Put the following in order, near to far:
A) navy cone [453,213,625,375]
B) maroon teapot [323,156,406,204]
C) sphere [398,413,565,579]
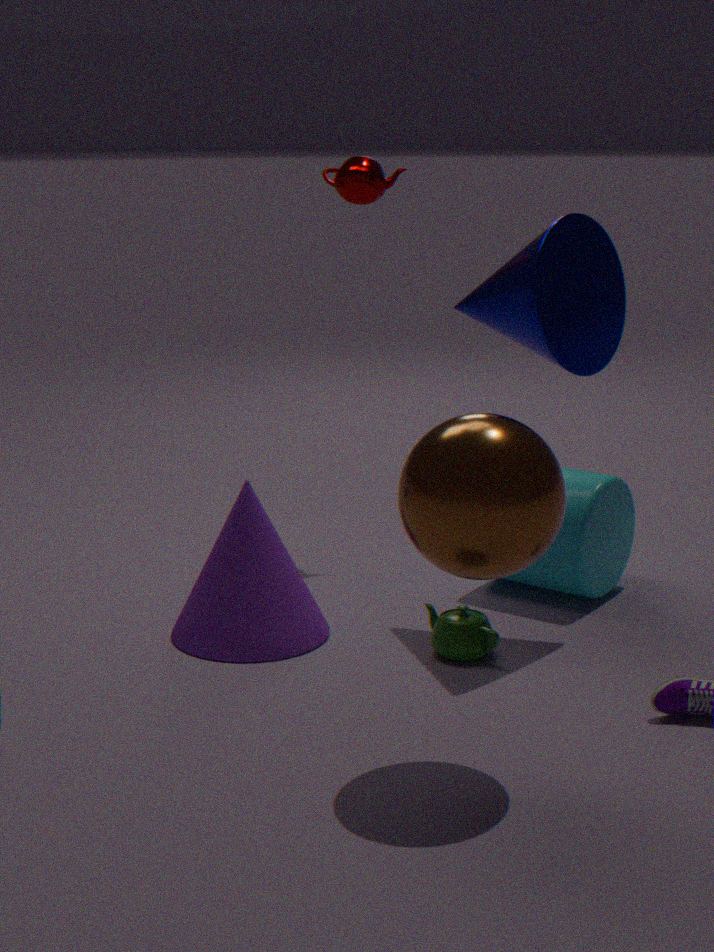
sphere [398,413,565,579] → navy cone [453,213,625,375] → maroon teapot [323,156,406,204]
